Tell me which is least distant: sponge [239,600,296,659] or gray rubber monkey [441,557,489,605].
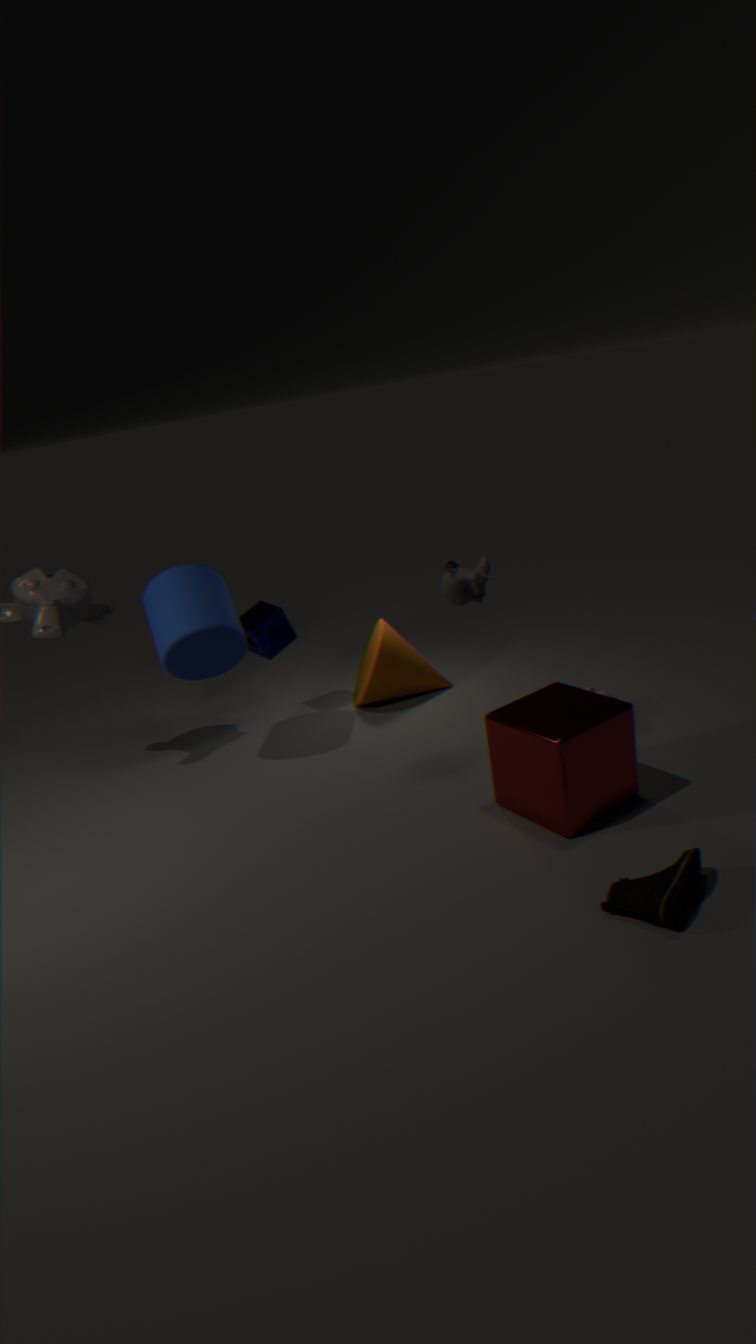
gray rubber monkey [441,557,489,605]
